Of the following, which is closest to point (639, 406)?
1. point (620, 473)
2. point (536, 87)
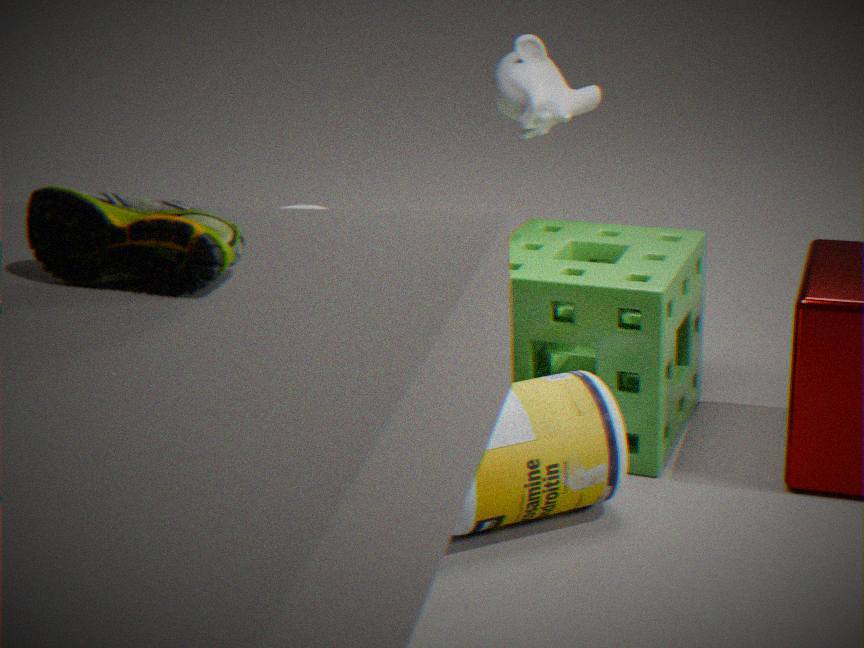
point (620, 473)
